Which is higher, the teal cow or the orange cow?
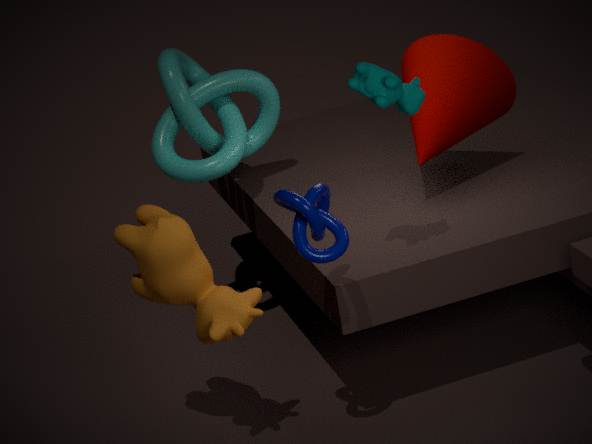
the teal cow
